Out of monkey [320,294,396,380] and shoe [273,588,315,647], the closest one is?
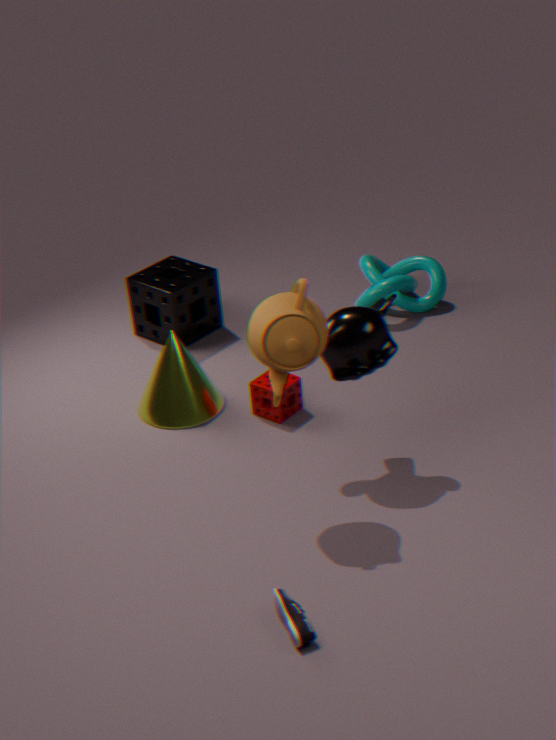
shoe [273,588,315,647]
